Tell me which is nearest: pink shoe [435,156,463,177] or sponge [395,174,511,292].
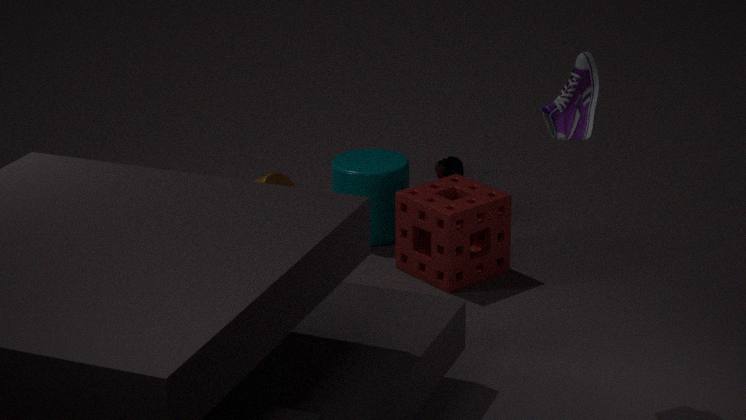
sponge [395,174,511,292]
